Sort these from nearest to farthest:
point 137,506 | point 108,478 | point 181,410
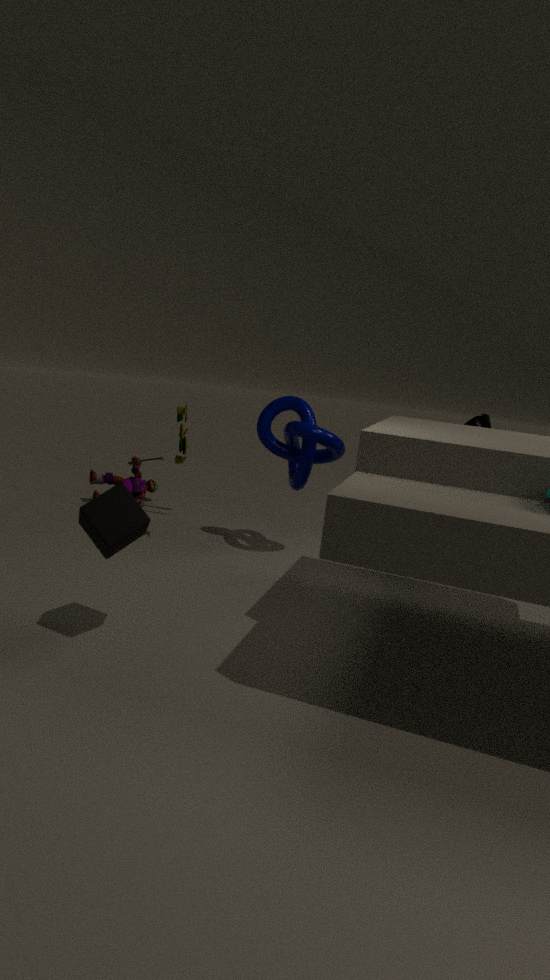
point 137,506
point 181,410
point 108,478
